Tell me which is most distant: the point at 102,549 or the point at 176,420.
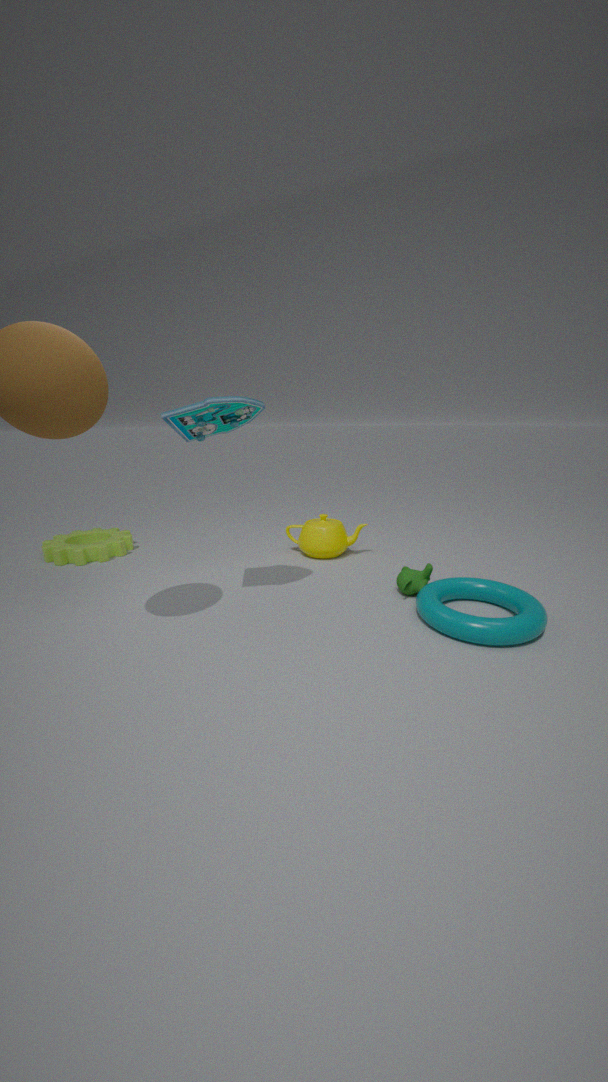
the point at 102,549
